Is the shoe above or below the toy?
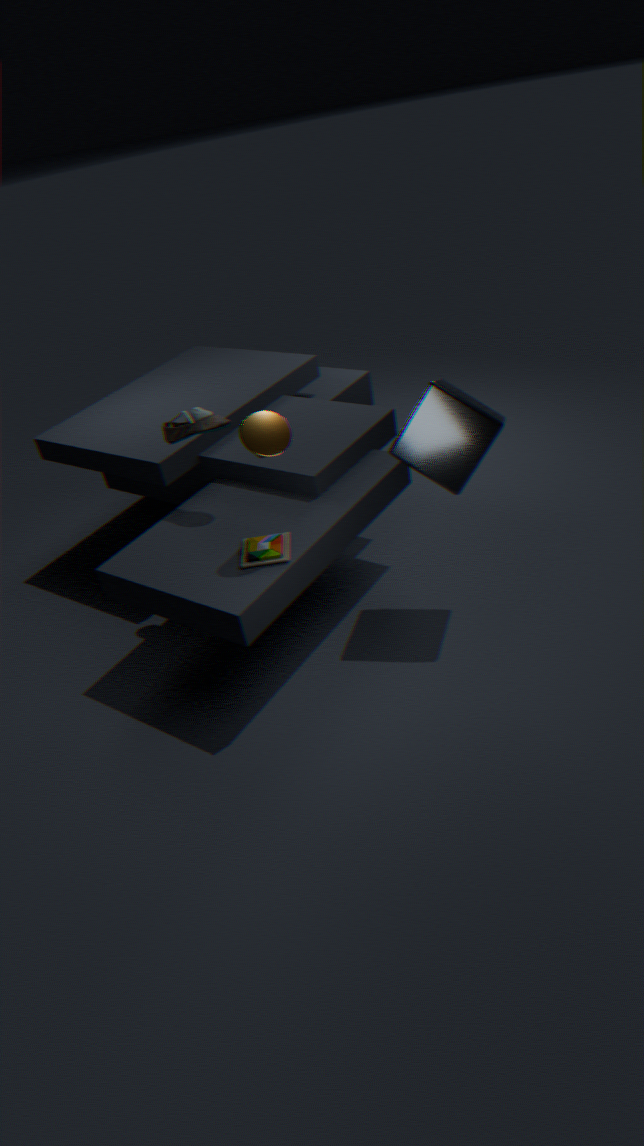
above
